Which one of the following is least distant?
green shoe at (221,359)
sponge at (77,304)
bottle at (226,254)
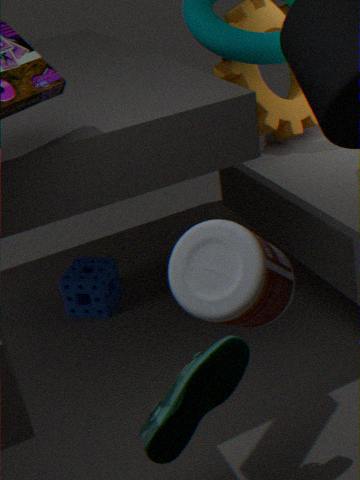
bottle at (226,254)
